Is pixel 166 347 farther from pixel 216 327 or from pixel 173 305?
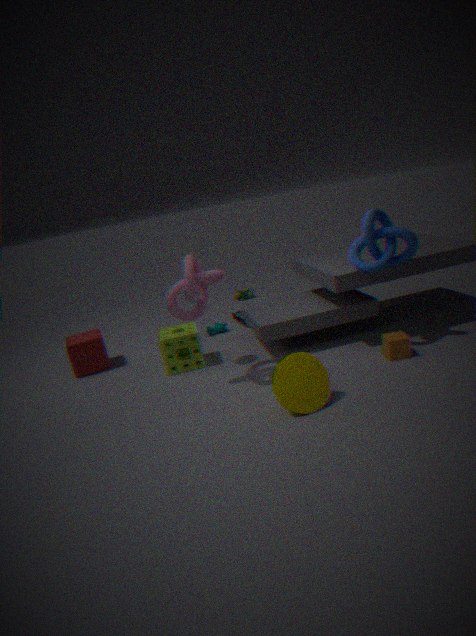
pixel 173 305
